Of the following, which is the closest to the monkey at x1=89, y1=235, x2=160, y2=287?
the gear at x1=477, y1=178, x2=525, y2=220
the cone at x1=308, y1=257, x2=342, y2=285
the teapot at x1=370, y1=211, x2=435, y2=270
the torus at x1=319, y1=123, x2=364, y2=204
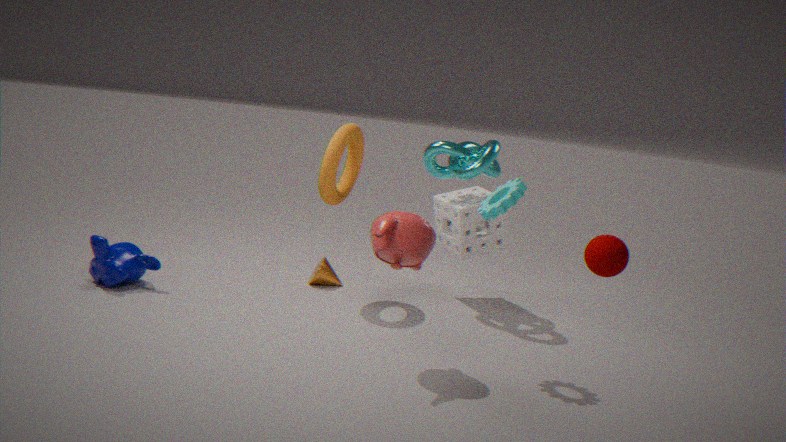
the cone at x1=308, y1=257, x2=342, y2=285
